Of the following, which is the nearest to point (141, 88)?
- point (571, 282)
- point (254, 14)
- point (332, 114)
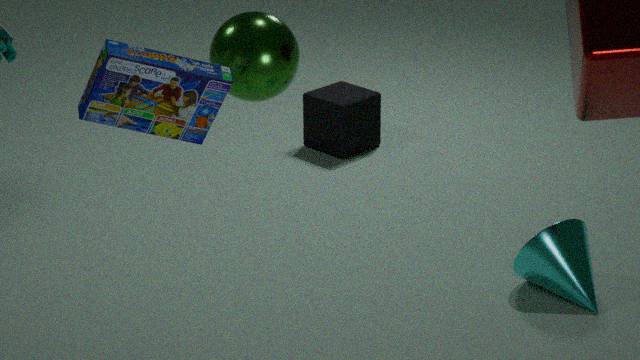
point (254, 14)
